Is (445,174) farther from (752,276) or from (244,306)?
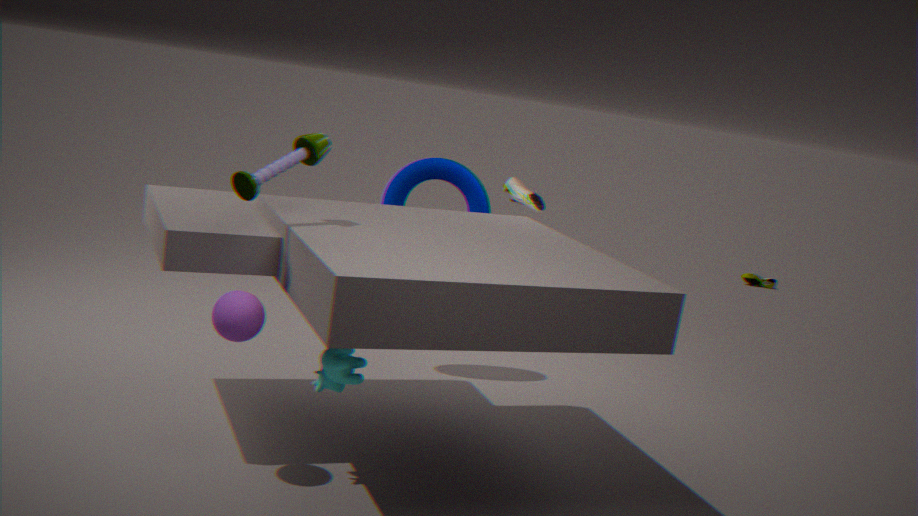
(752,276)
